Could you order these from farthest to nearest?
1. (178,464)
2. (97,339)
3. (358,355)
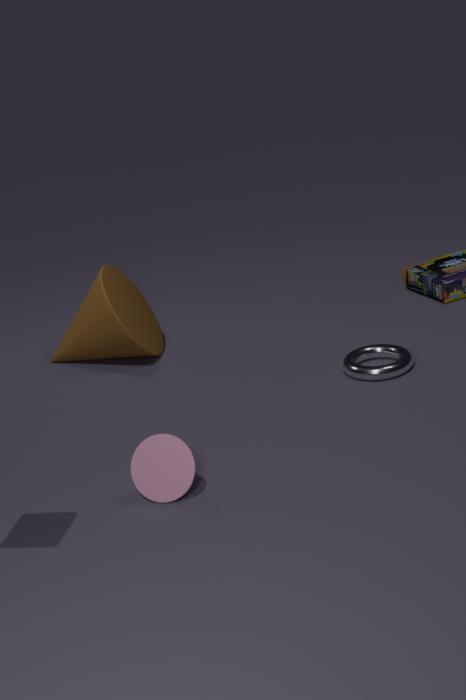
(97,339) → (358,355) → (178,464)
